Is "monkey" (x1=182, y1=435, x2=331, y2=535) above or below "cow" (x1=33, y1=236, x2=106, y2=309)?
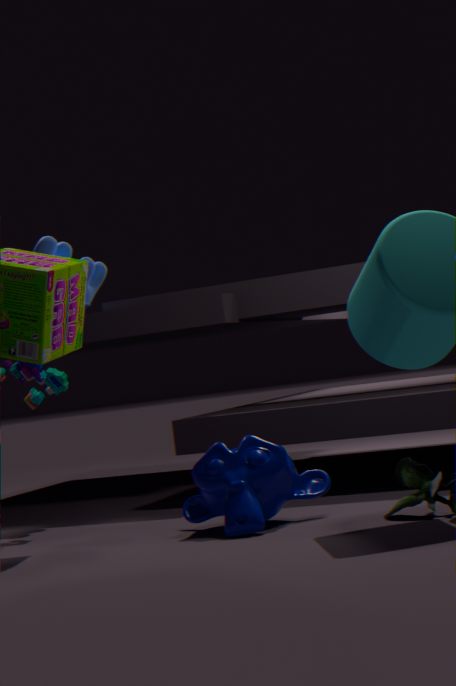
below
